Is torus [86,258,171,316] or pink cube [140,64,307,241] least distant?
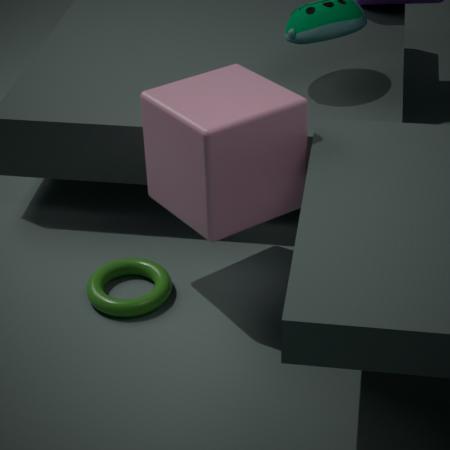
pink cube [140,64,307,241]
